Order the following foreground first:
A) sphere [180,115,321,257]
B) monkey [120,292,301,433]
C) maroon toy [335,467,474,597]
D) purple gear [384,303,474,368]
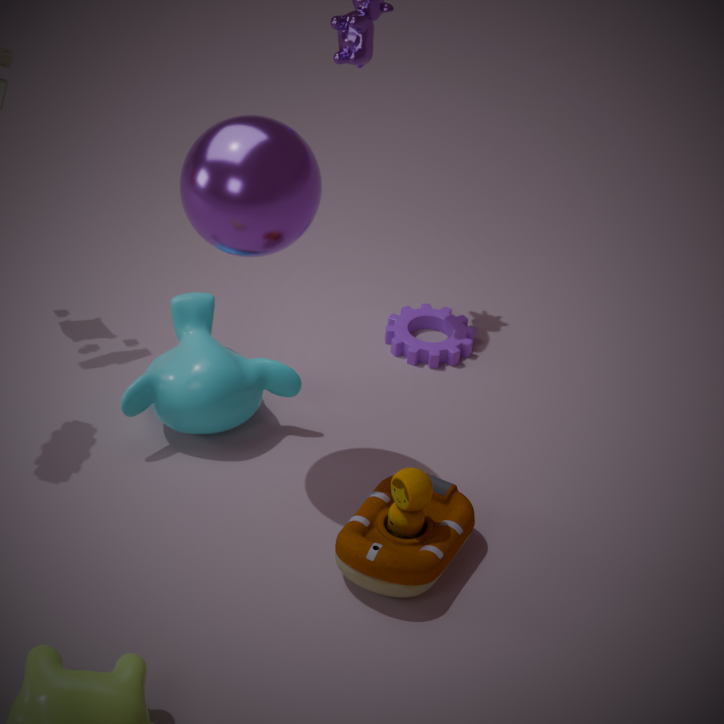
sphere [180,115,321,257]
maroon toy [335,467,474,597]
monkey [120,292,301,433]
purple gear [384,303,474,368]
